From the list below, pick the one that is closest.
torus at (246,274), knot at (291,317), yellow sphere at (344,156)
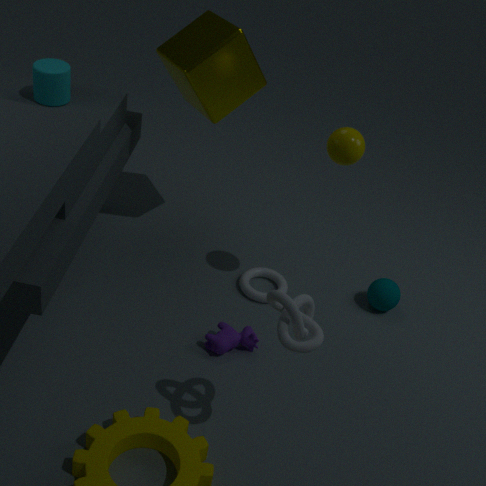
knot at (291,317)
